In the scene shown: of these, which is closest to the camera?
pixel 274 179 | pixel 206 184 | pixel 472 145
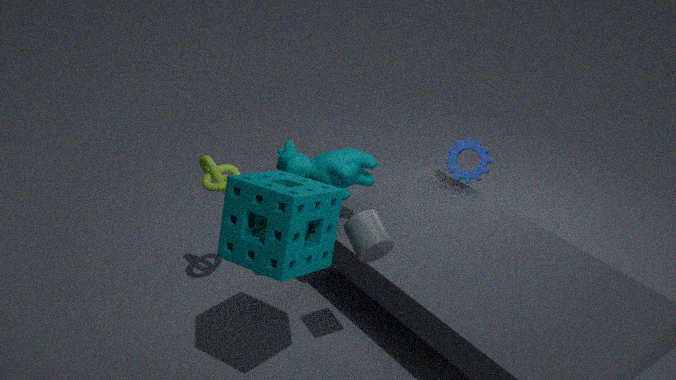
pixel 274 179
